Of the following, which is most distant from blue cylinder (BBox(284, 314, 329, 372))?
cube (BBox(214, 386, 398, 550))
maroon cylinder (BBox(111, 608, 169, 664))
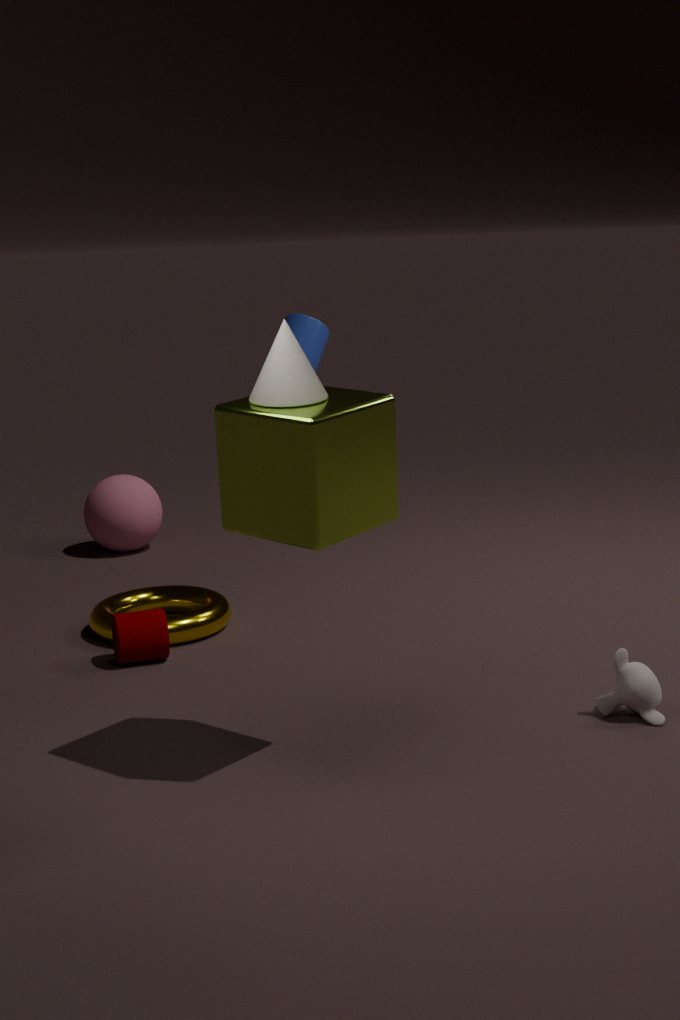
cube (BBox(214, 386, 398, 550))
